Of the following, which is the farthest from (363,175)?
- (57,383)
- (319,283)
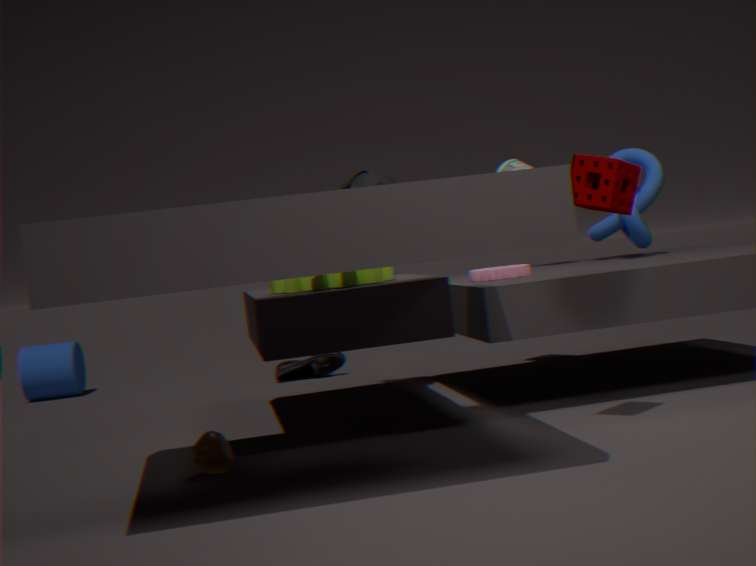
(57,383)
